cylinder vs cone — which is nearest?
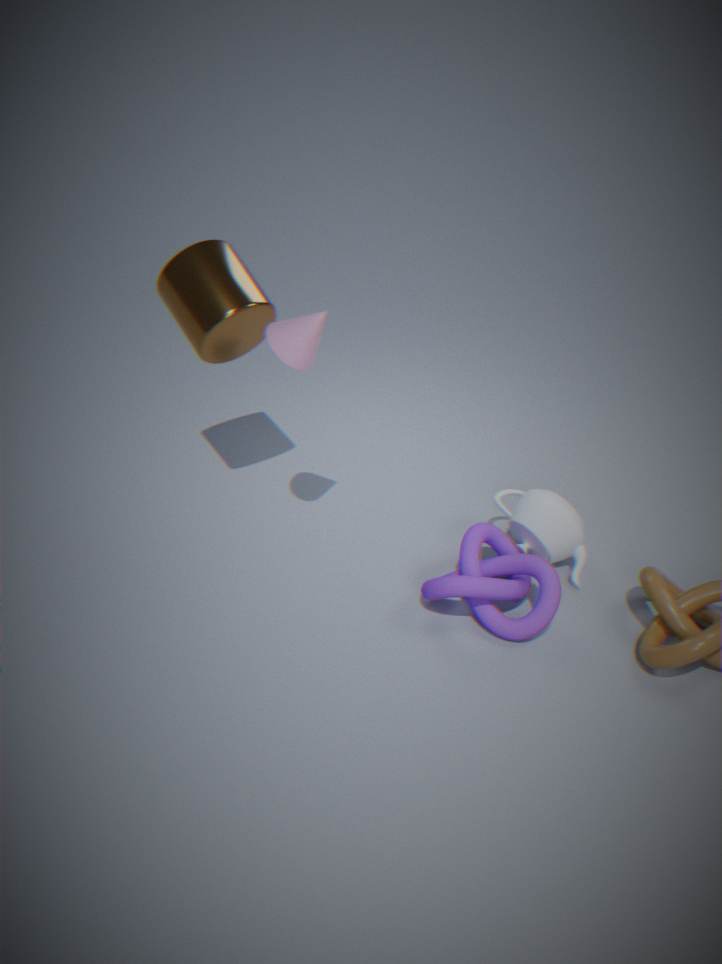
cone
